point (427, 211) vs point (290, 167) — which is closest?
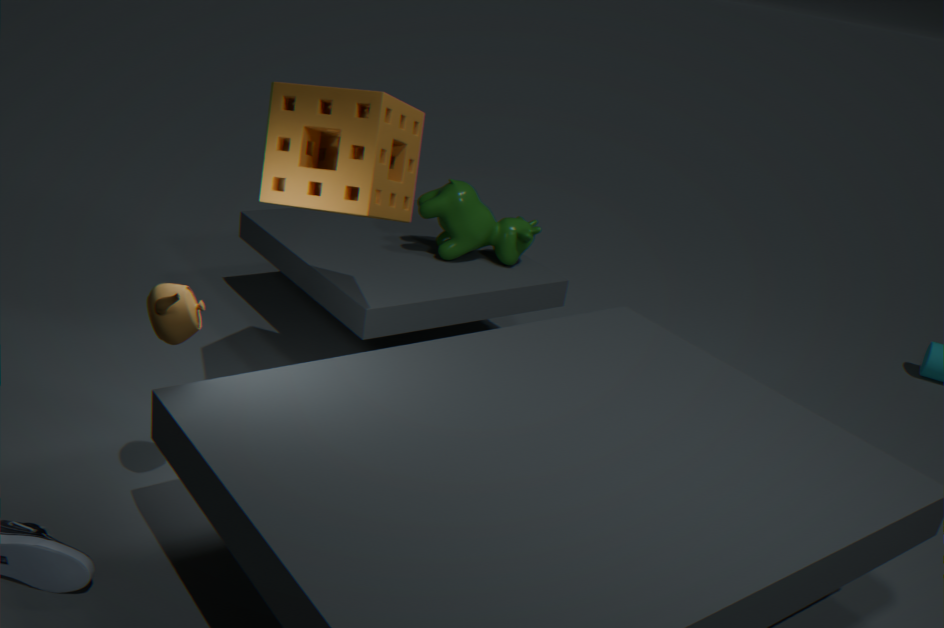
point (290, 167)
